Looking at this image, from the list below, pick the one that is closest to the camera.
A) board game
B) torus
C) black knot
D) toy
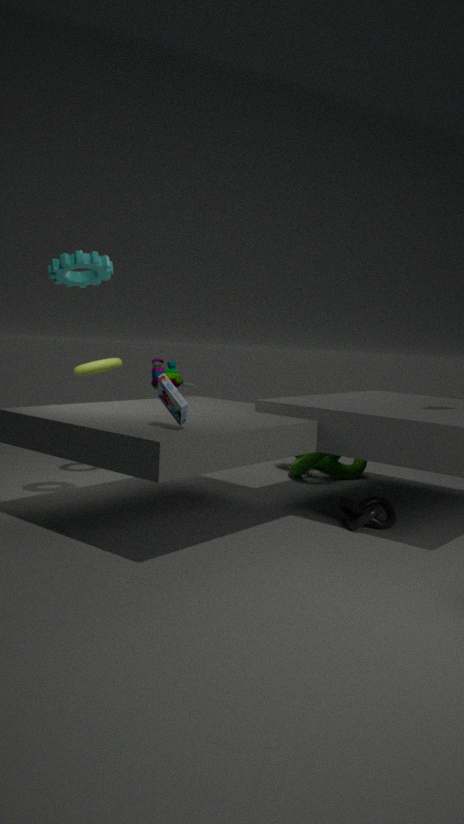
board game
